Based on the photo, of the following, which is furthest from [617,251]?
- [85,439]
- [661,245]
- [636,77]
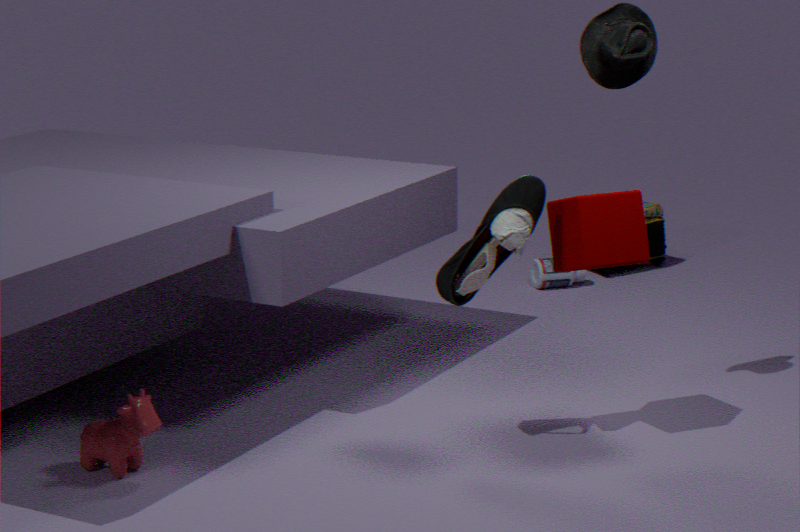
[661,245]
